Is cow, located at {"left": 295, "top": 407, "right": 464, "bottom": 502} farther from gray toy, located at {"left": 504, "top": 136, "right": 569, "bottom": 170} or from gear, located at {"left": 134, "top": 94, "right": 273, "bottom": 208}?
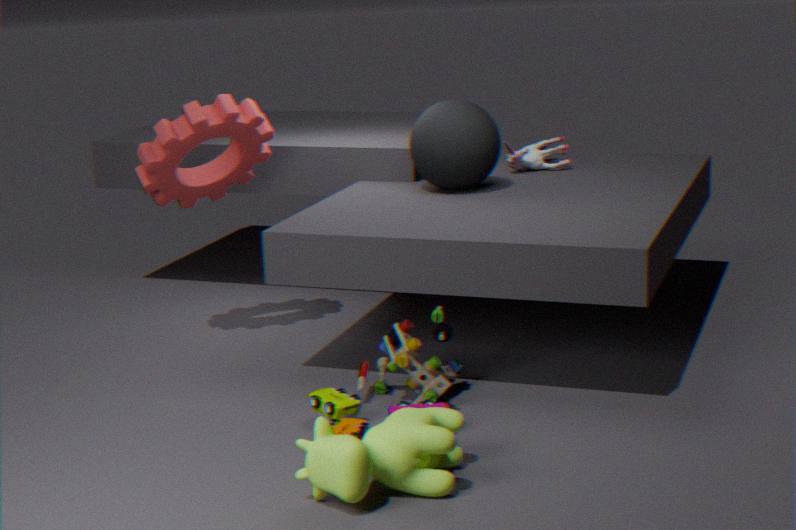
gray toy, located at {"left": 504, "top": 136, "right": 569, "bottom": 170}
